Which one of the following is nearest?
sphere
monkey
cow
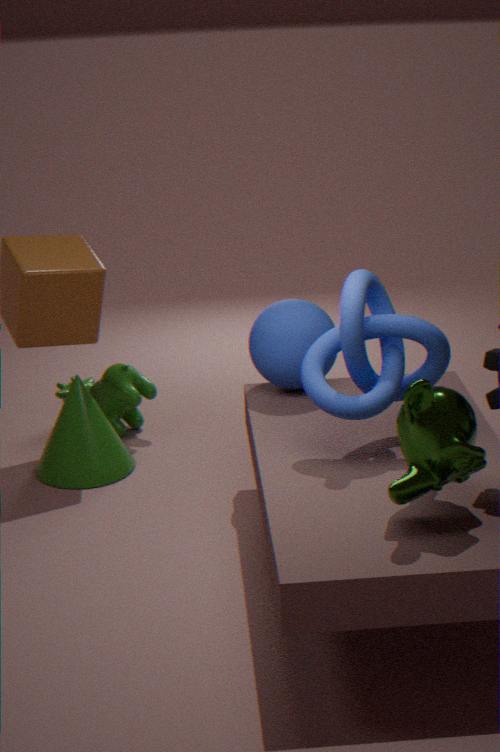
monkey
